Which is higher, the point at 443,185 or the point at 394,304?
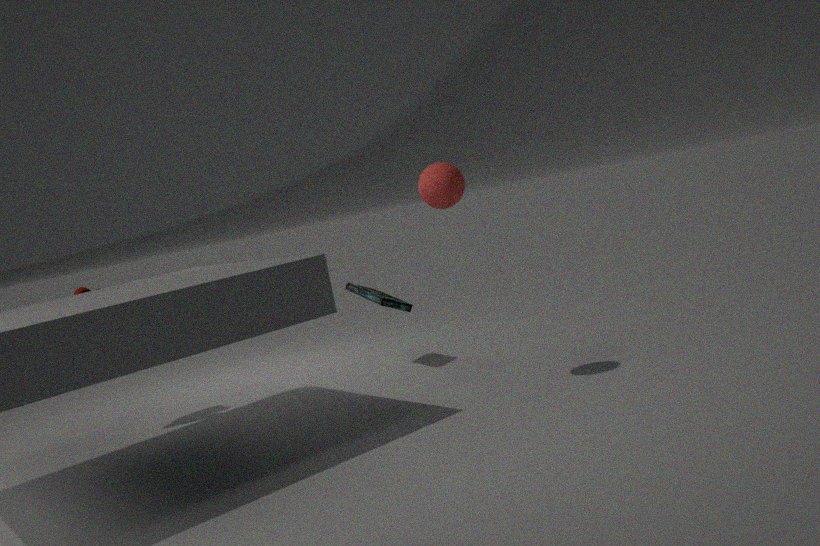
the point at 443,185
